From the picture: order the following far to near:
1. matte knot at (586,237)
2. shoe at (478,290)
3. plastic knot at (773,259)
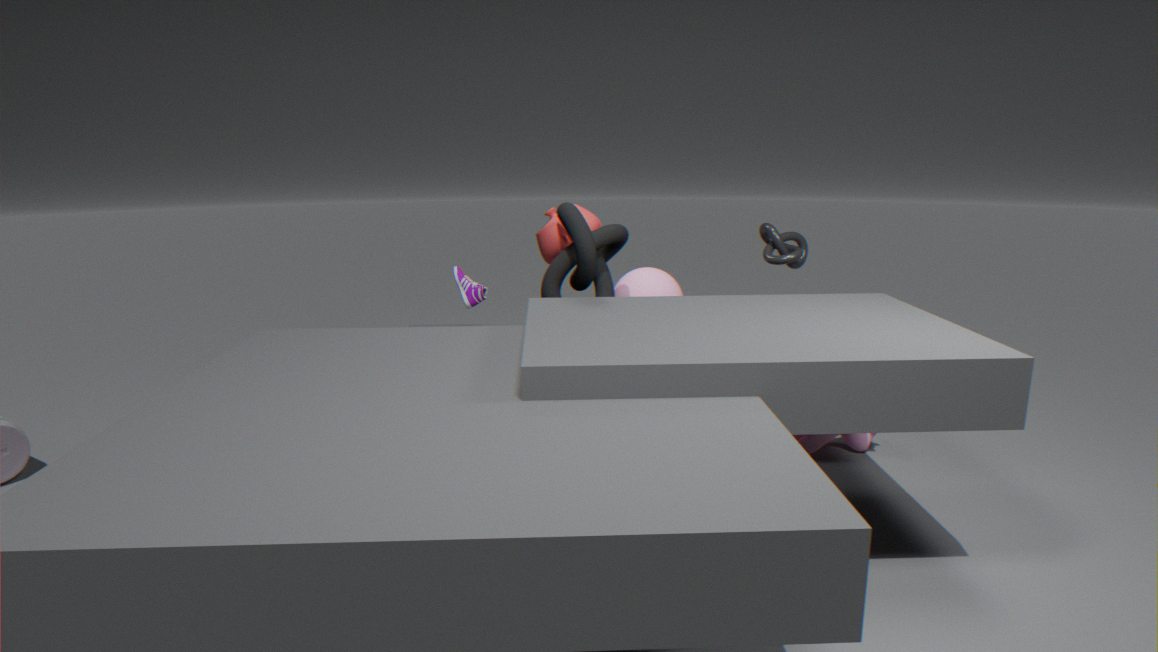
shoe at (478,290)
plastic knot at (773,259)
matte knot at (586,237)
